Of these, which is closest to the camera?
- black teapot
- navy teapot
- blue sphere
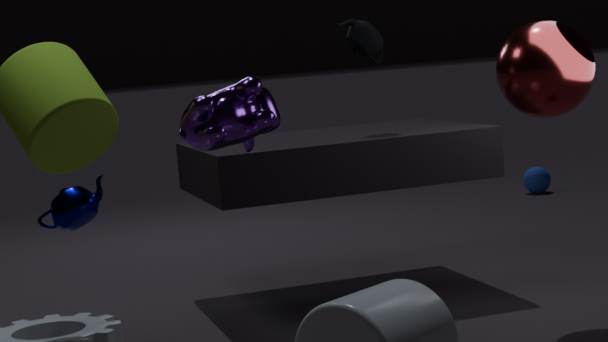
navy teapot
